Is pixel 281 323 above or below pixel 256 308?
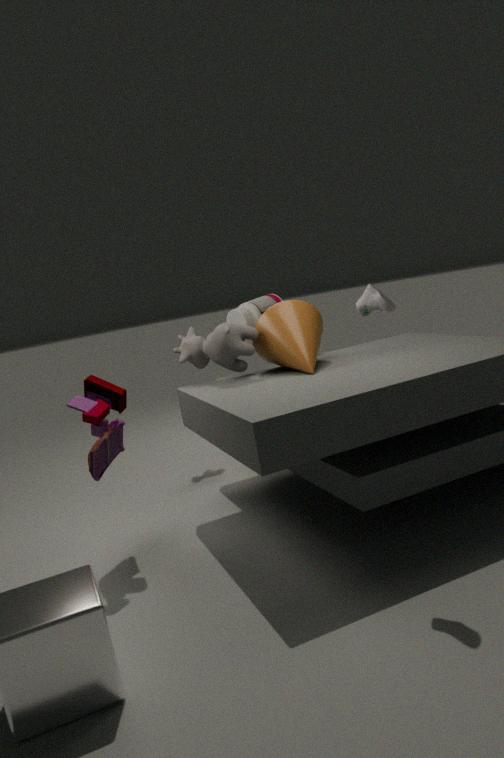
below
